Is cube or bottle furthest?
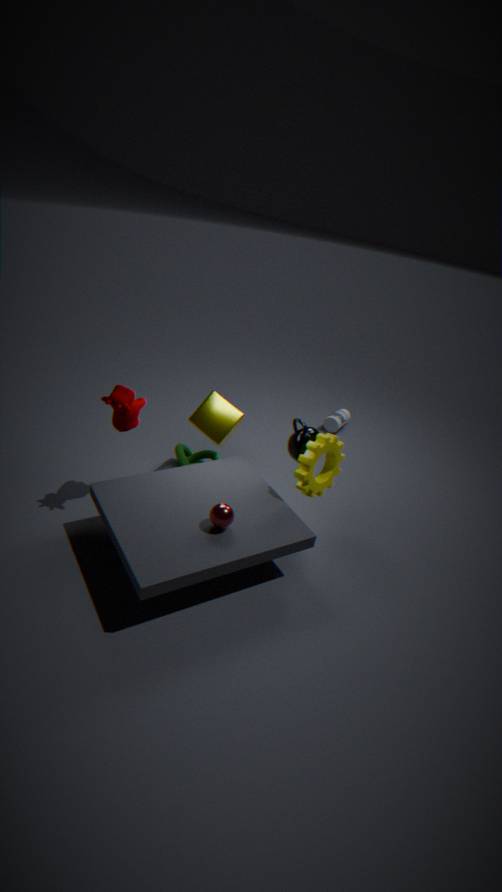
bottle
